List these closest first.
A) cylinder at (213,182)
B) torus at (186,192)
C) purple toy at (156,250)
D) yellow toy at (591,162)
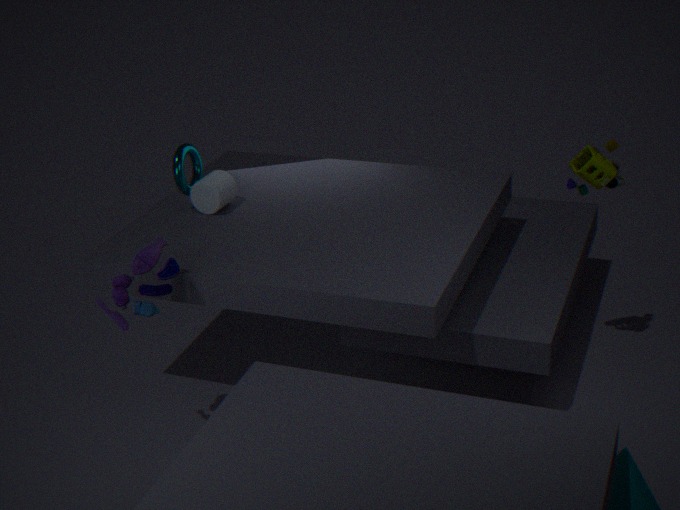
1. purple toy at (156,250)
2. yellow toy at (591,162)
3. cylinder at (213,182)
4. torus at (186,192)
